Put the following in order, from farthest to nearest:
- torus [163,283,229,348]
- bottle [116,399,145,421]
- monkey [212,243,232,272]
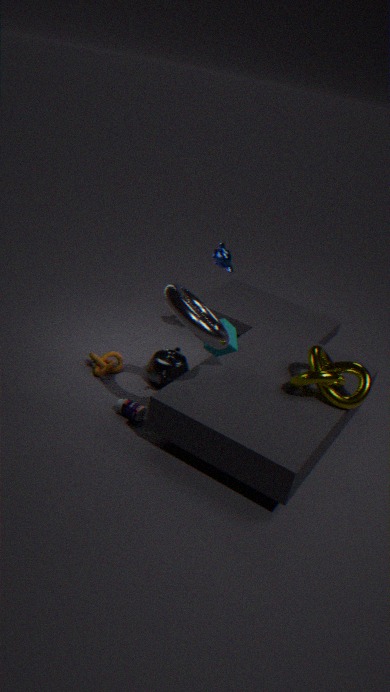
monkey [212,243,232,272], bottle [116,399,145,421], torus [163,283,229,348]
